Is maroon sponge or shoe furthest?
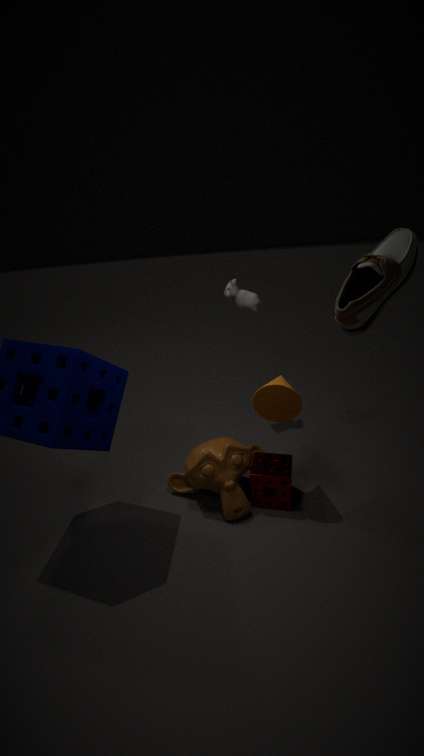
maroon sponge
